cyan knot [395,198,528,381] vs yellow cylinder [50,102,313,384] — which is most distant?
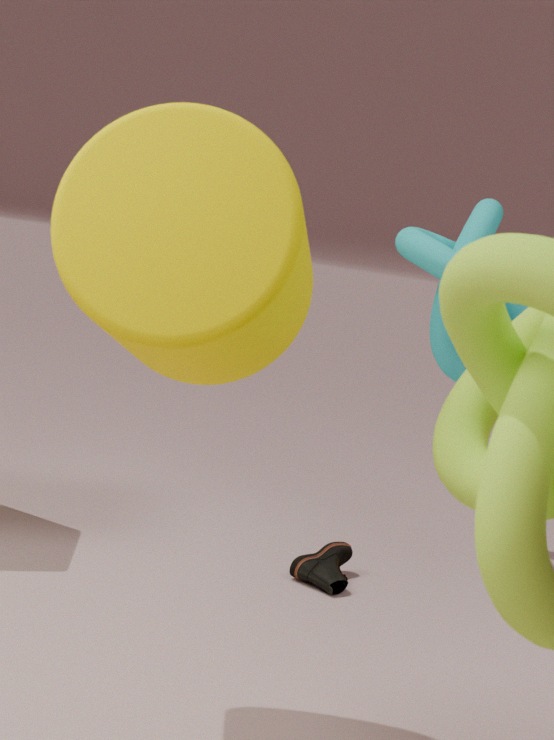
cyan knot [395,198,528,381]
